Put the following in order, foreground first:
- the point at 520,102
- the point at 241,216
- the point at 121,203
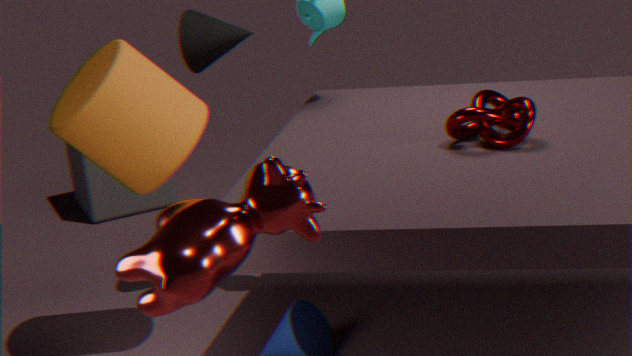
the point at 241,216
the point at 520,102
the point at 121,203
